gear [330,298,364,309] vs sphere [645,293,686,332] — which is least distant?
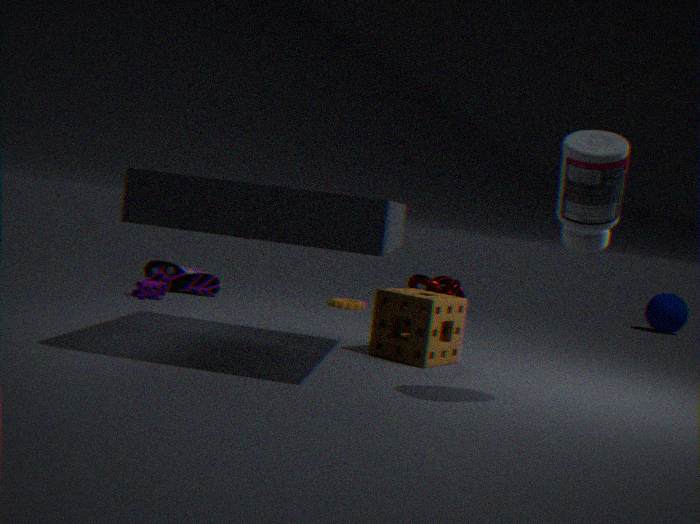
gear [330,298,364,309]
